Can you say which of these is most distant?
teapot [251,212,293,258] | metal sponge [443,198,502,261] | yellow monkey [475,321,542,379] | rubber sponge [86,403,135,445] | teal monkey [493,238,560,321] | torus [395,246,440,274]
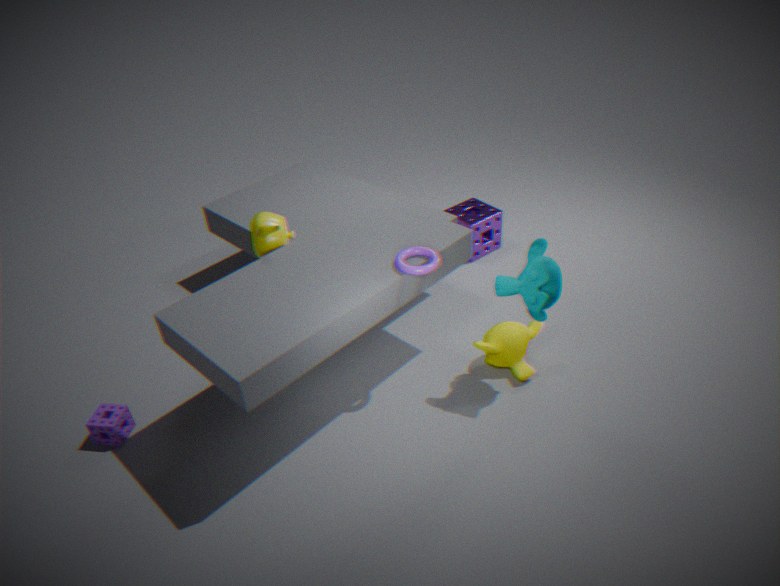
metal sponge [443,198,502,261]
